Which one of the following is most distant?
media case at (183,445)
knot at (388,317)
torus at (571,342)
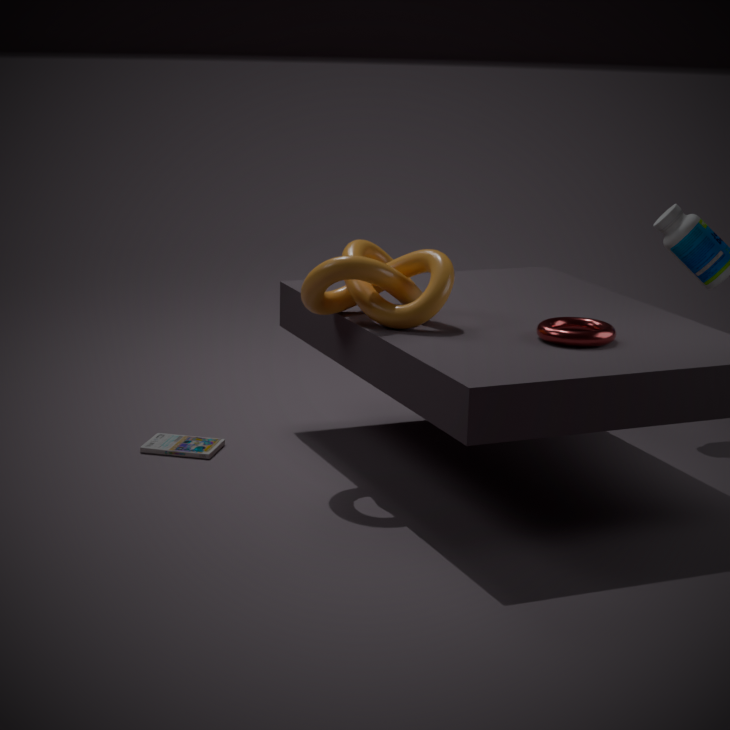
media case at (183,445)
